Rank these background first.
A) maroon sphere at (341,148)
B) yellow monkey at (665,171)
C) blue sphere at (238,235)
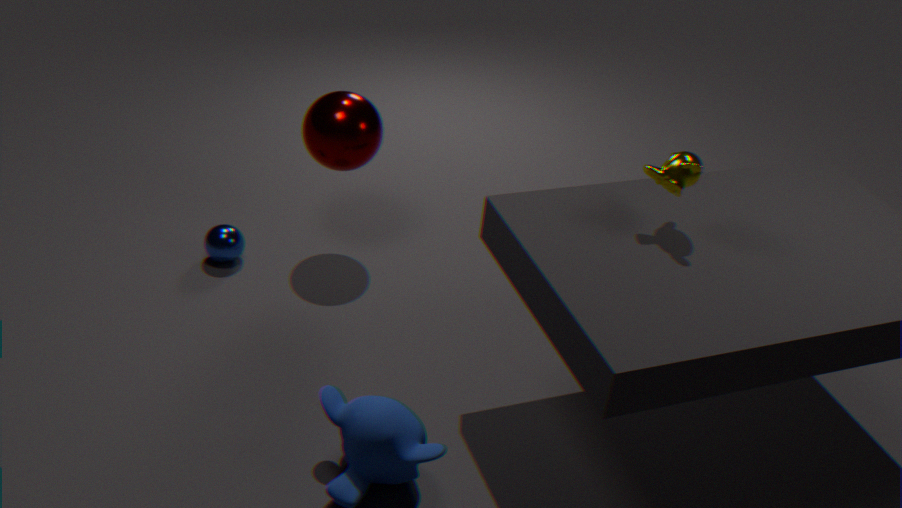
blue sphere at (238,235), maroon sphere at (341,148), yellow monkey at (665,171)
